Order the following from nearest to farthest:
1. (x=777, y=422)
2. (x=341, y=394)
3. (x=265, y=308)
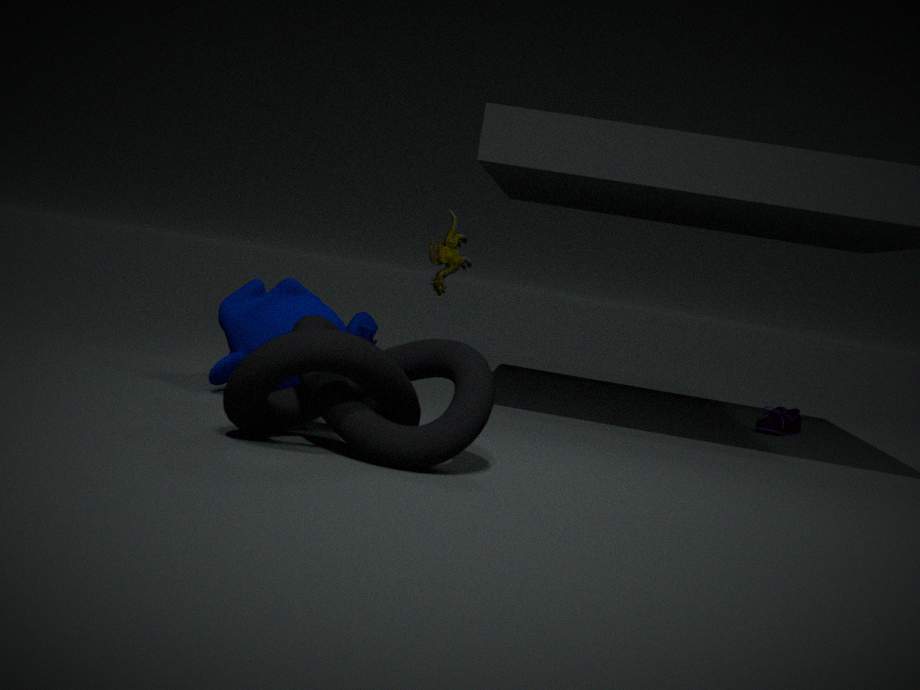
1. (x=341, y=394)
2. (x=265, y=308)
3. (x=777, y=422)
